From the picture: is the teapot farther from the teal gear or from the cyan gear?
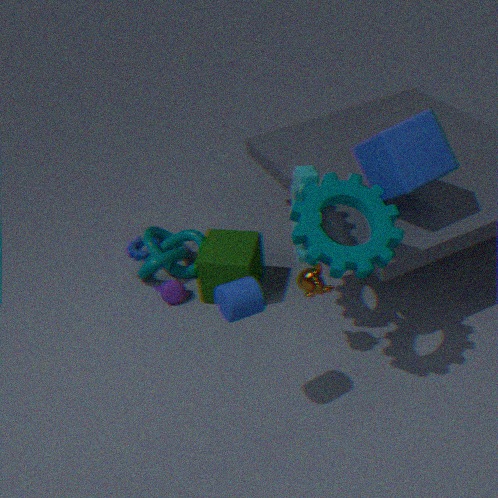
the teal gear
